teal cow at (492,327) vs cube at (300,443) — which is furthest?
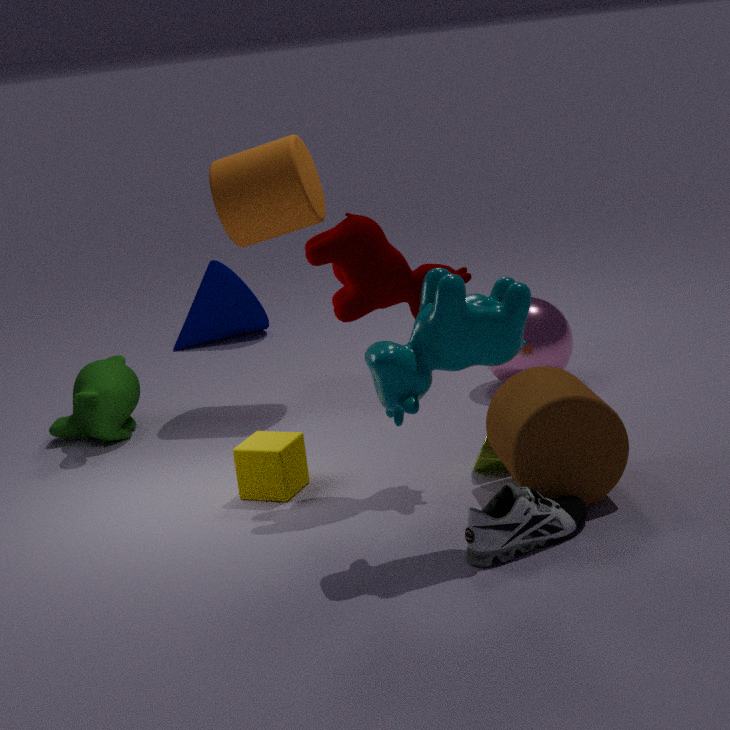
cube at (300,443)
